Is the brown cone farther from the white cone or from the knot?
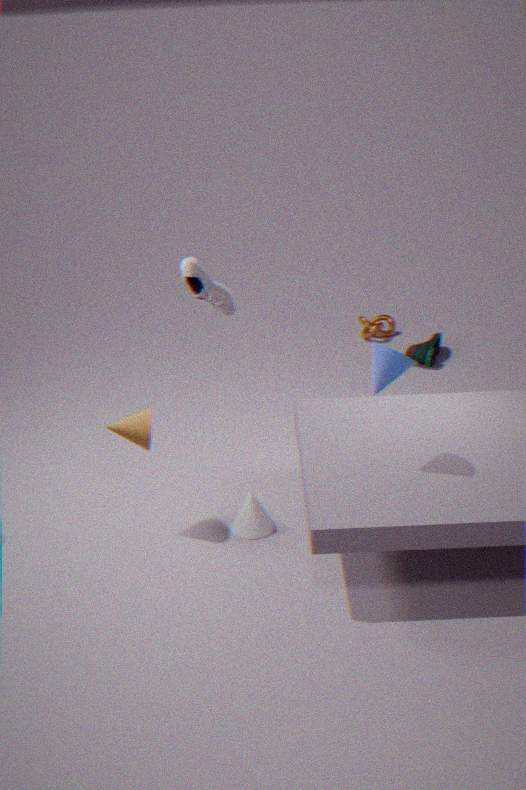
the knot
